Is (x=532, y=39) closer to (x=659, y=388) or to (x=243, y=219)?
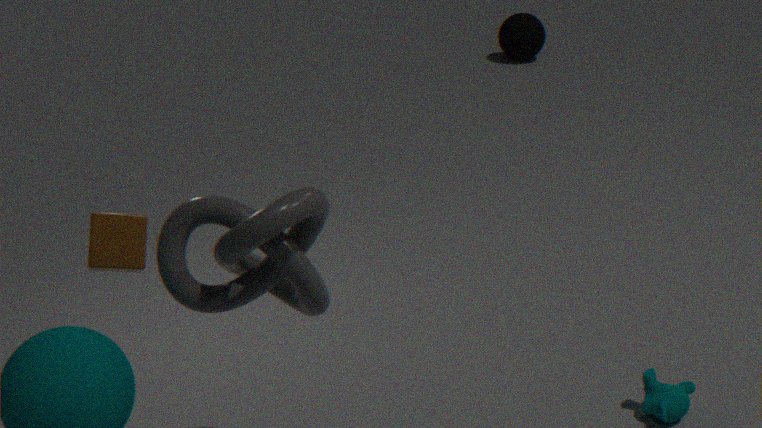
(x=659, y=388)
